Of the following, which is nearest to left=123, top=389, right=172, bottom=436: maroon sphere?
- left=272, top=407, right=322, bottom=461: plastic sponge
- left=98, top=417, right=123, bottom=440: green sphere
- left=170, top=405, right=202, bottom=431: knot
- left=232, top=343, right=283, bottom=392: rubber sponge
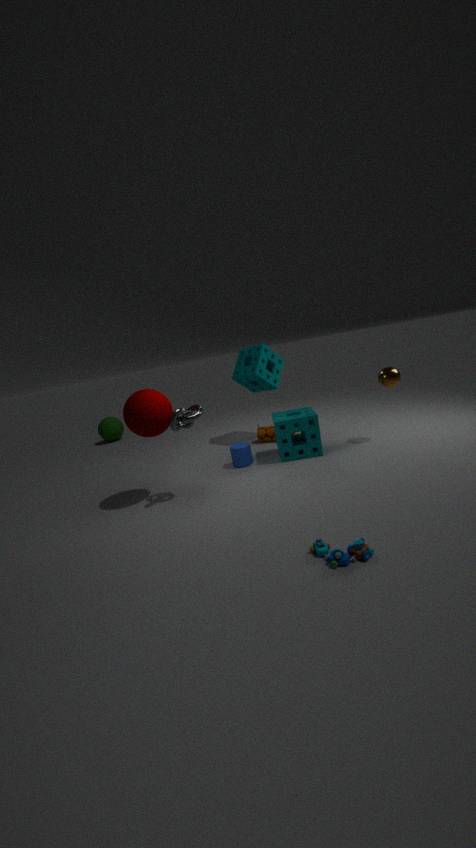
left=170, top=405, right=202, bottom=431: knot
